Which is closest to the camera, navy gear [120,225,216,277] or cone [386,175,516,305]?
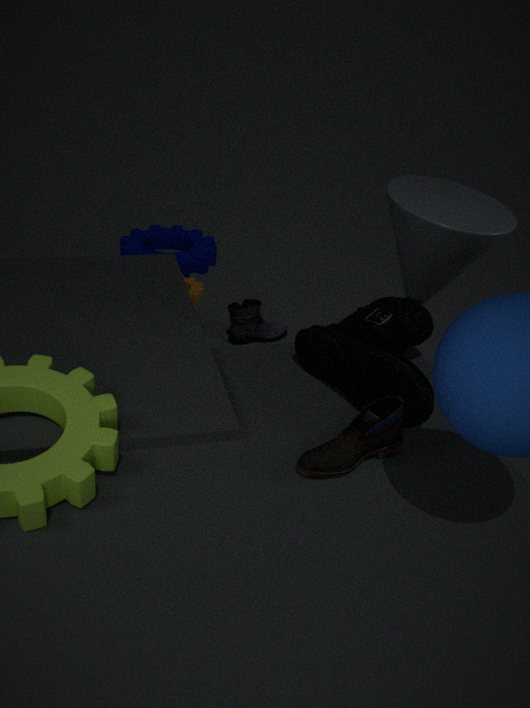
cone [386,175,516,305]
